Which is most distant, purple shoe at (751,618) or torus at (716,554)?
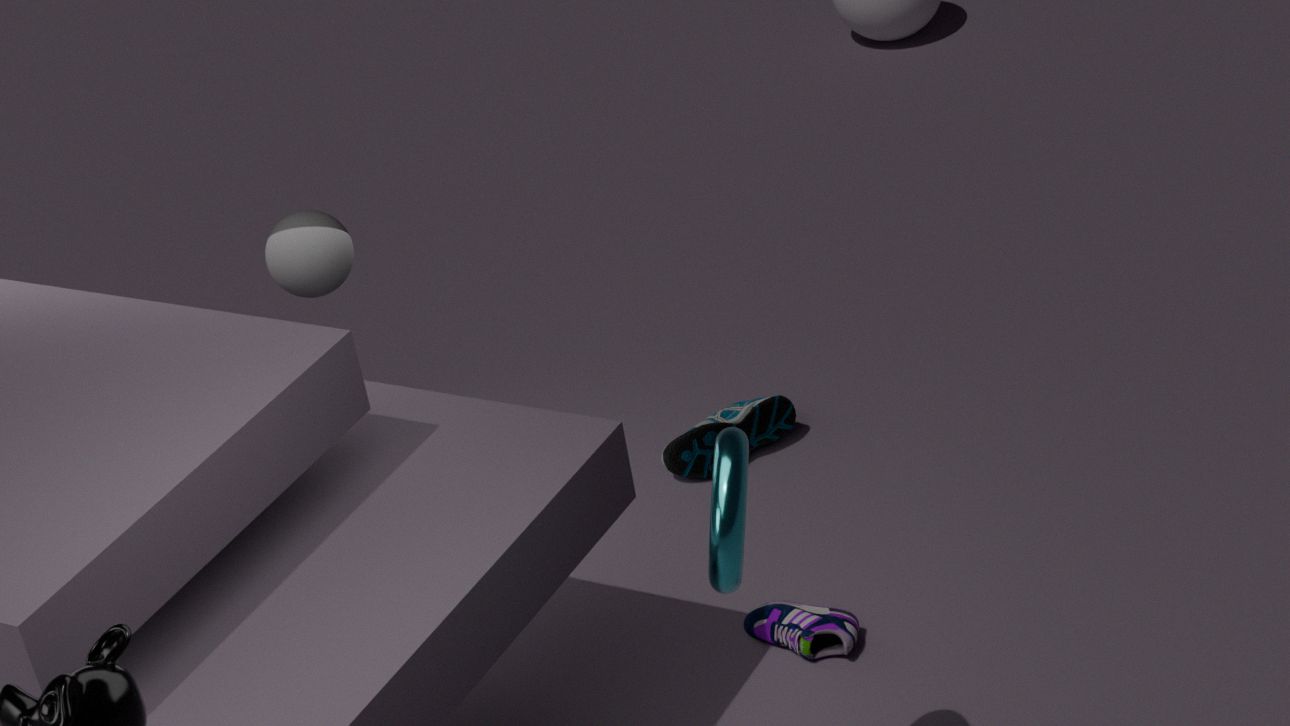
purple shoe at (751,618)
